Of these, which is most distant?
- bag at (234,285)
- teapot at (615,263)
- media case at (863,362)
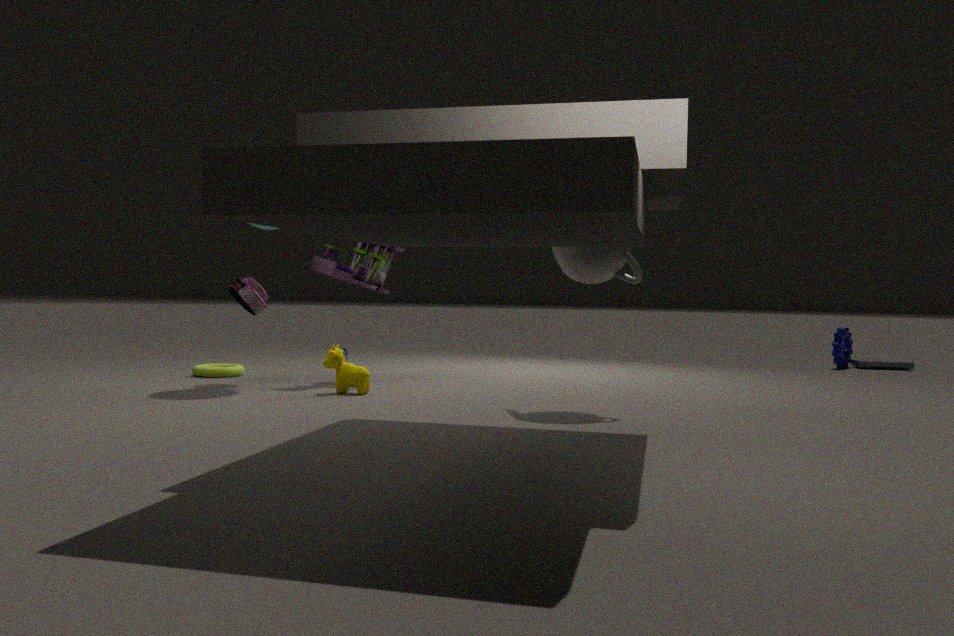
media case at (863,362)
